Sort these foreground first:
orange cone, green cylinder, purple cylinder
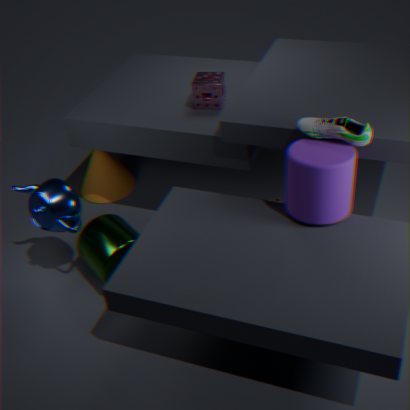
1. purple cylinder
2. green cylinder
3. orange cone
